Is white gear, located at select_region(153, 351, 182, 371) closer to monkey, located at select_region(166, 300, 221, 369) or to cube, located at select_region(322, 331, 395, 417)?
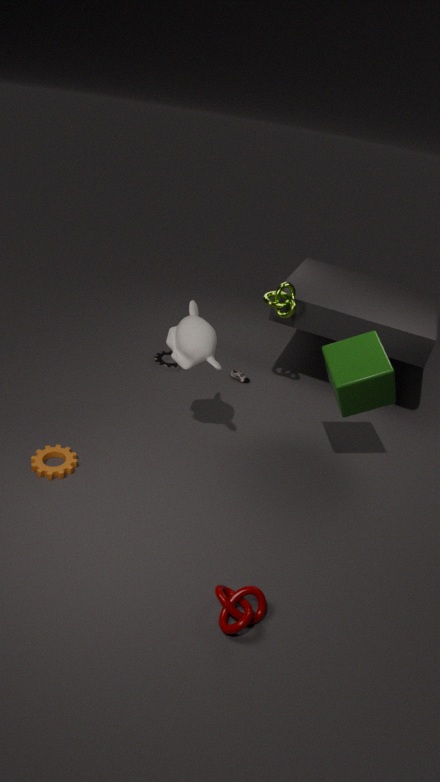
monkey, located at select_region(166, 300, 221, 369)
